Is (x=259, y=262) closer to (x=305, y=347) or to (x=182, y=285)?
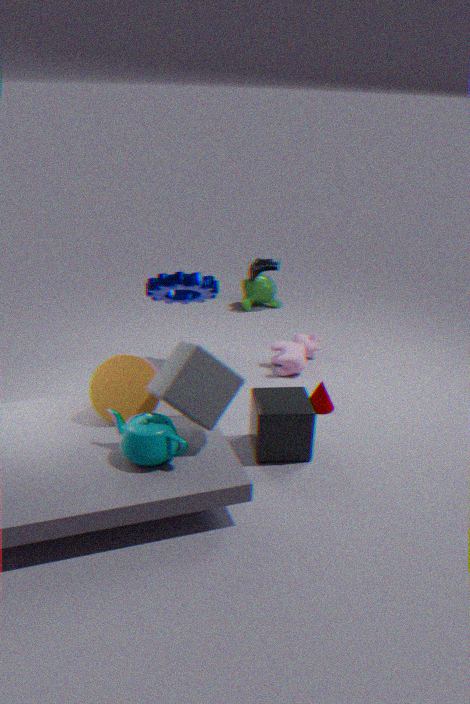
(x=182, y=285)
